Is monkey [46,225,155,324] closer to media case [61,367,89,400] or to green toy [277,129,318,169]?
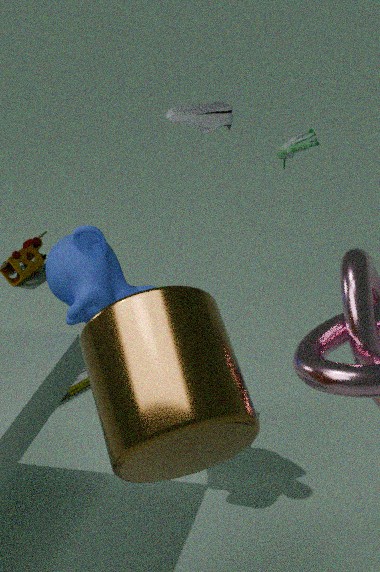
media case [61,367,89,400]
